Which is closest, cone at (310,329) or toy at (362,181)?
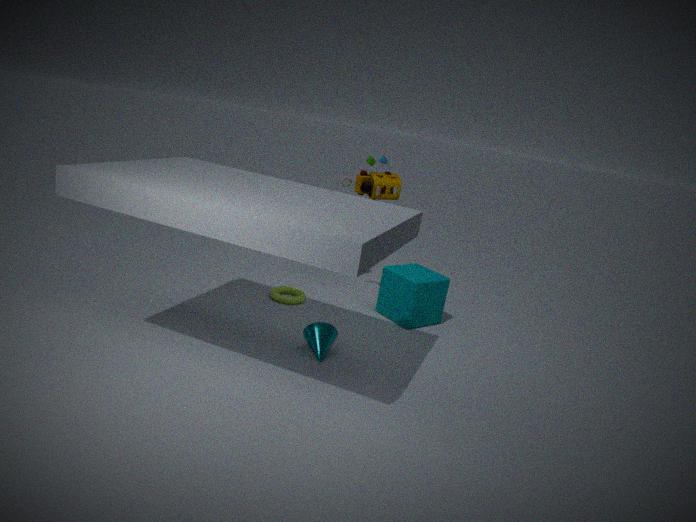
cone at (310,329)
